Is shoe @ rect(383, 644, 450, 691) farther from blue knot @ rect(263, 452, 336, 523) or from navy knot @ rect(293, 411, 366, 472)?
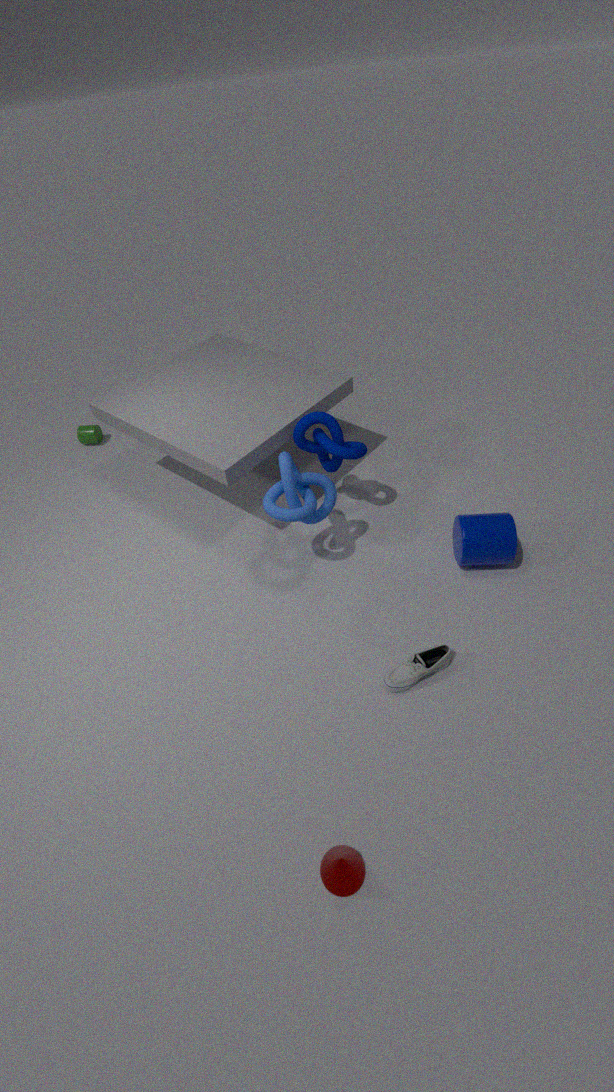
navy knot @ rect(293, 411, 366, 472)
